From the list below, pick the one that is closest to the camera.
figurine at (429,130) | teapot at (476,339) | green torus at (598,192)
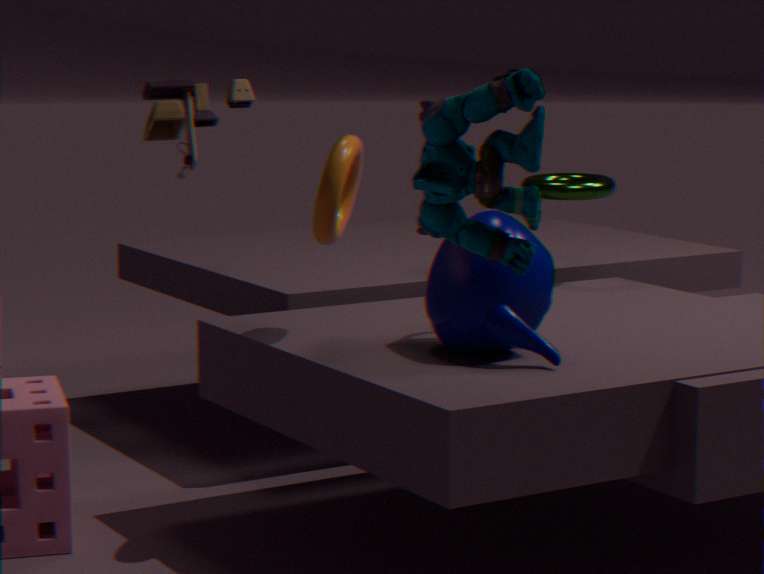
figurine at (429,130)
